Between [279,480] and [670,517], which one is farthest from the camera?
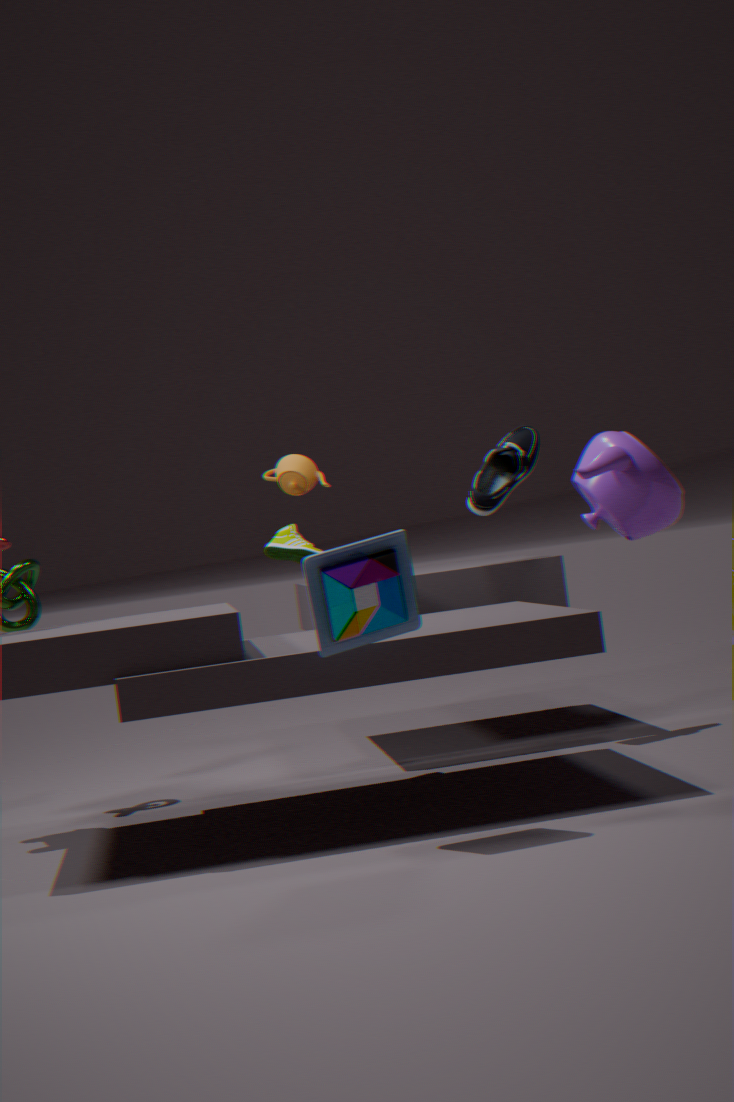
[279,480]
